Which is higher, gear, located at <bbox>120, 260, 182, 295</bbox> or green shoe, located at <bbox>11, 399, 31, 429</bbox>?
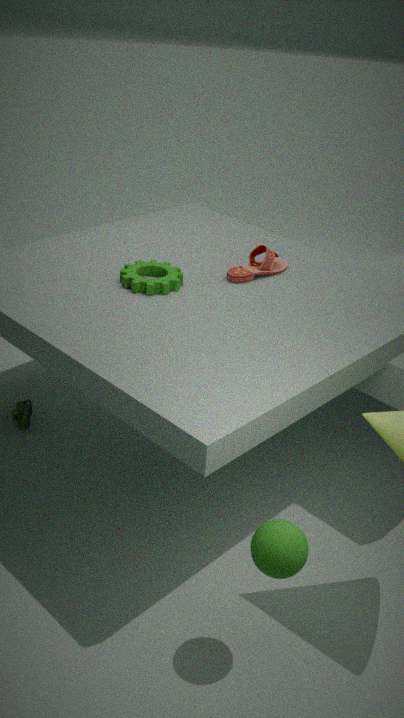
gear, located at <bbox>120, 260, 182, 295</bbox>
